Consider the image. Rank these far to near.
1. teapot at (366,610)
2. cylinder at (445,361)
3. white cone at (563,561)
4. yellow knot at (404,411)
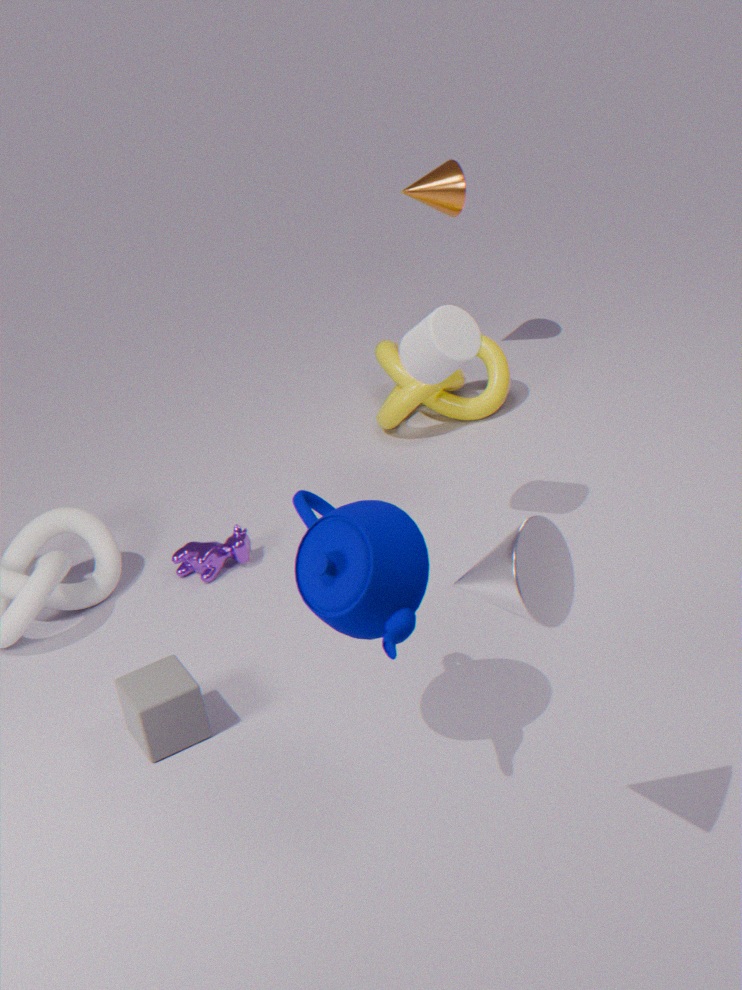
yellow knot at (404,411) < cylinder at (445,361) < teapot at (366,610) < white cone at (563,561)
